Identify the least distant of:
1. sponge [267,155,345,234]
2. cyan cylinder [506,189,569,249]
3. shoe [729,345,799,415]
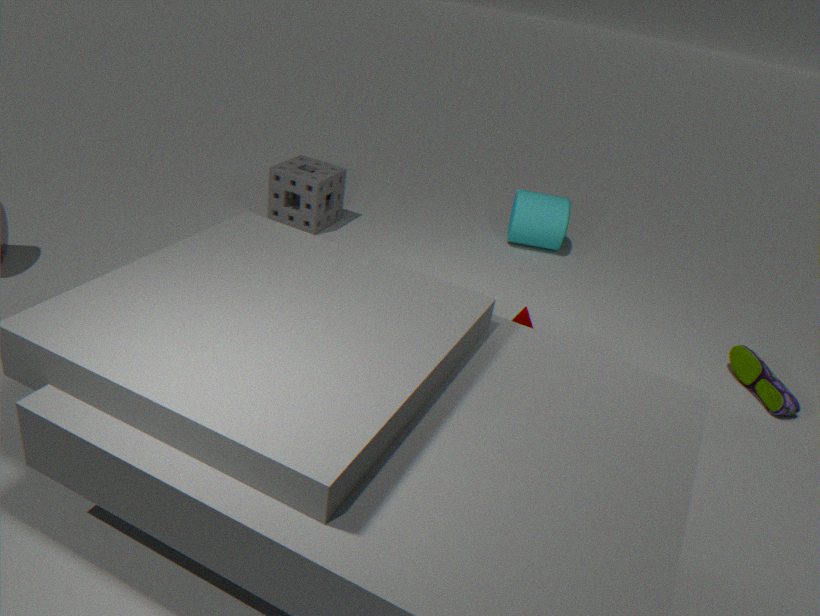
shoe [729,345,799,415]
